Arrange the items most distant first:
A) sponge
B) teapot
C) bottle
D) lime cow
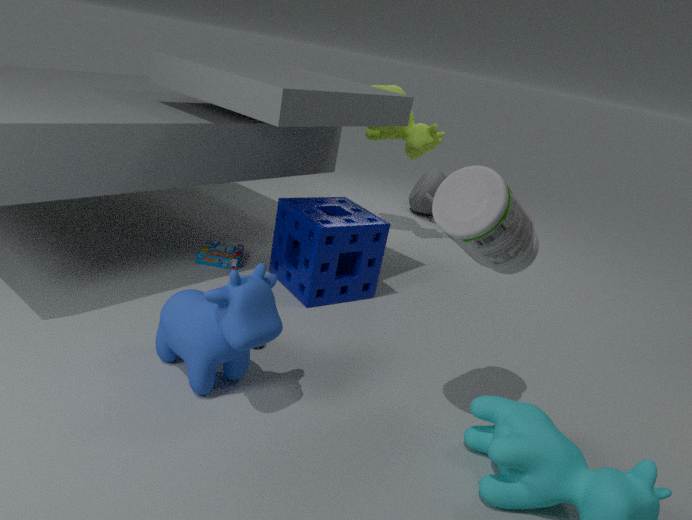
teapot, lime cow, sponge, bottle
